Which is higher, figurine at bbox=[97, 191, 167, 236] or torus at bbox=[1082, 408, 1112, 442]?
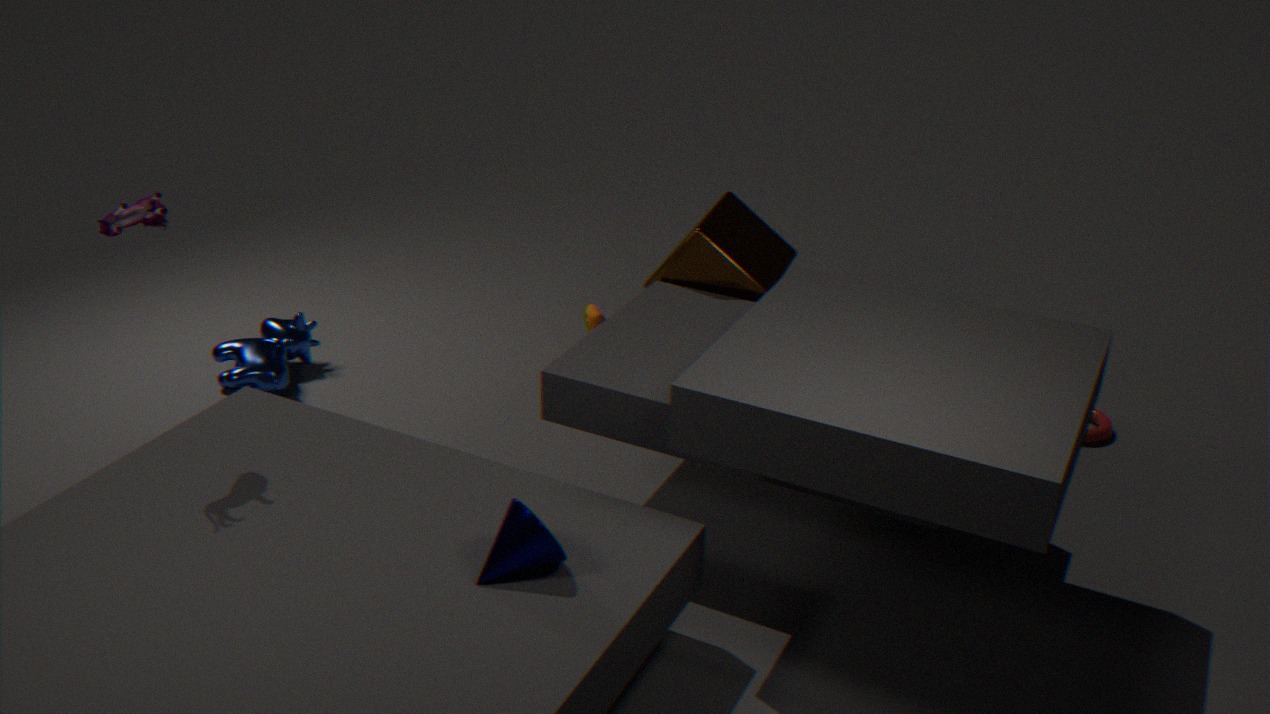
figurine at bbox=[97, 191, 167, 236]
